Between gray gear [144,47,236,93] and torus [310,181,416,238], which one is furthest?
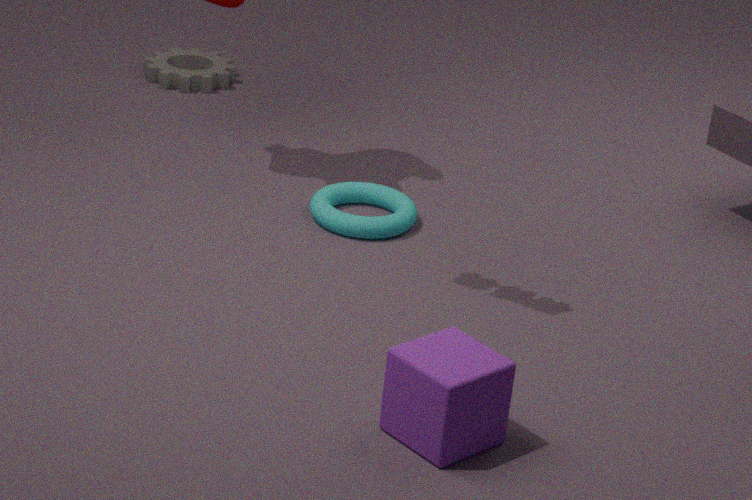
gray gear [144,47,236,93]
